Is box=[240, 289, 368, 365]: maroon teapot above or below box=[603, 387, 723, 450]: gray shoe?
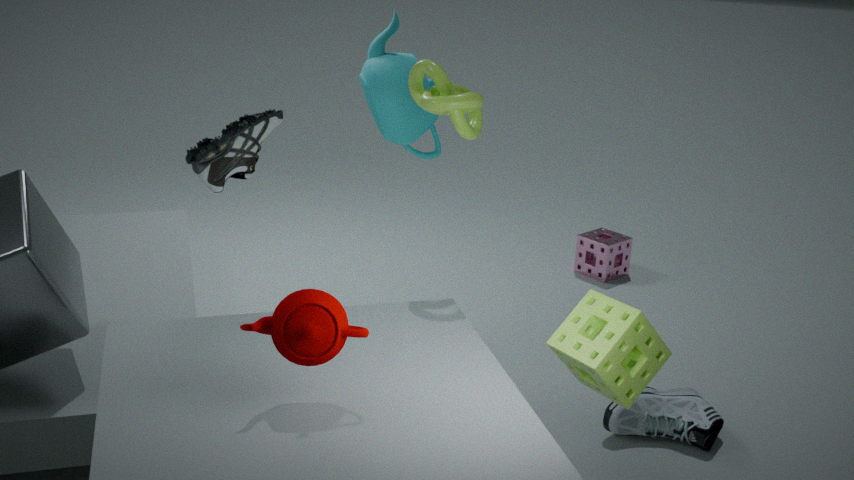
above
